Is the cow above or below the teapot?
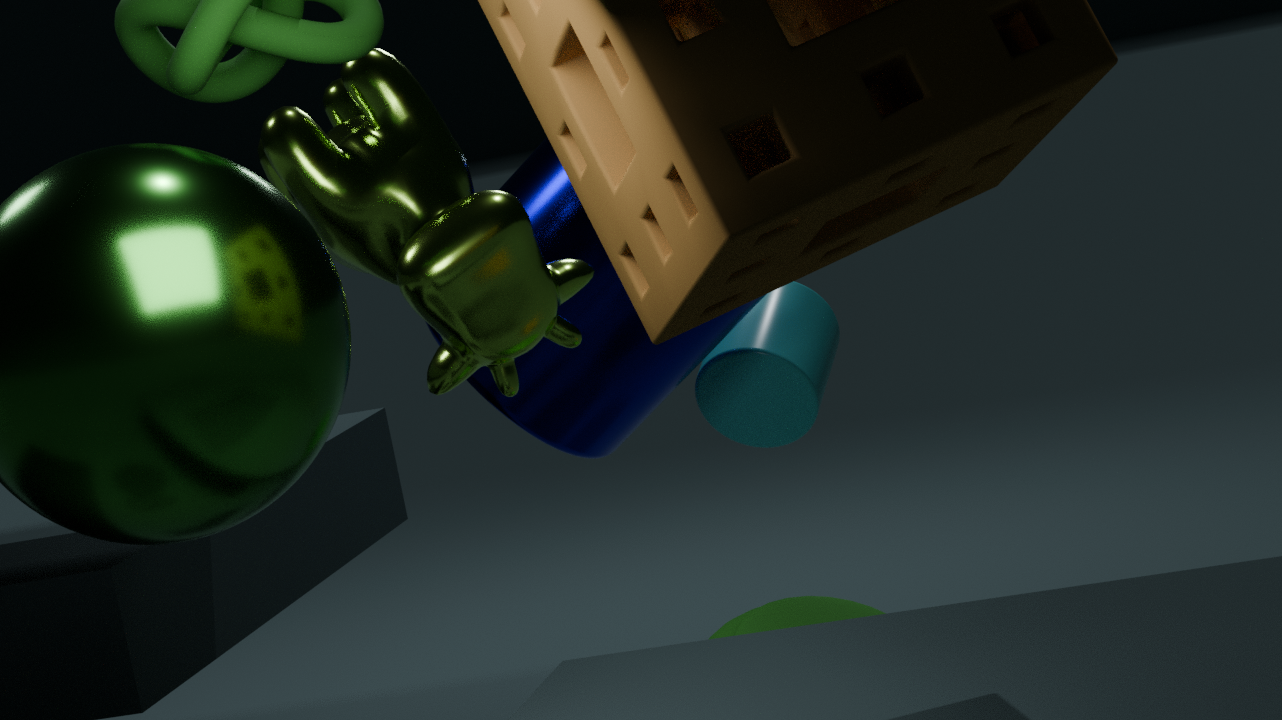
above
